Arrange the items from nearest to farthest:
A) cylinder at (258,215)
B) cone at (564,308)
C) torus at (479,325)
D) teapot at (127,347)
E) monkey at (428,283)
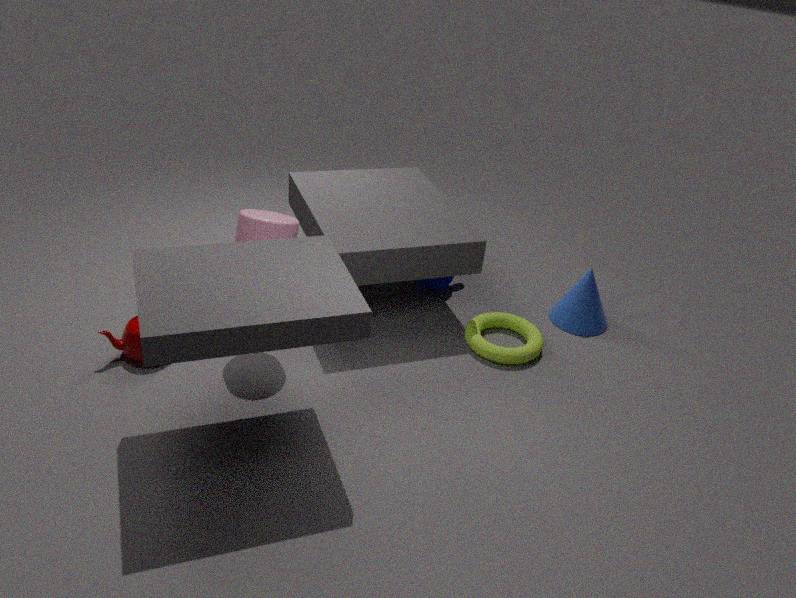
A. cylinder at (258,215)
D. teapot at (127,347)
C. torus at (479,325)
B. cone at (564,308)
E. monkey at (428,283)
